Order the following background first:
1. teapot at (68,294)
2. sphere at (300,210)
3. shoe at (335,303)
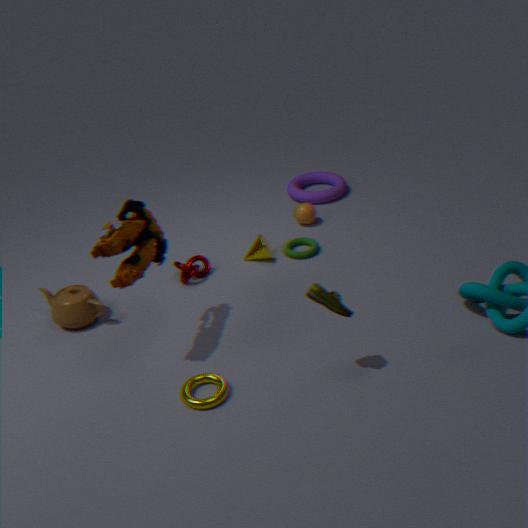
sphere at (300,210) → teapot at (68,294) → shoe at (335,303)
